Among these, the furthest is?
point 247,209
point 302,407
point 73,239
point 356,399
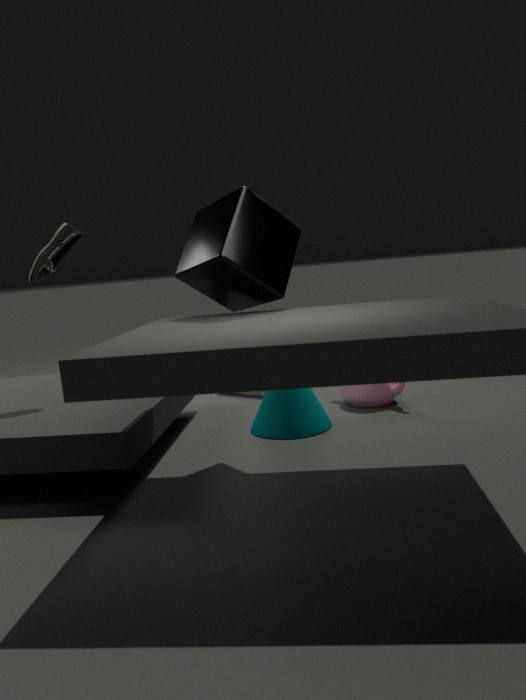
point 356,399
